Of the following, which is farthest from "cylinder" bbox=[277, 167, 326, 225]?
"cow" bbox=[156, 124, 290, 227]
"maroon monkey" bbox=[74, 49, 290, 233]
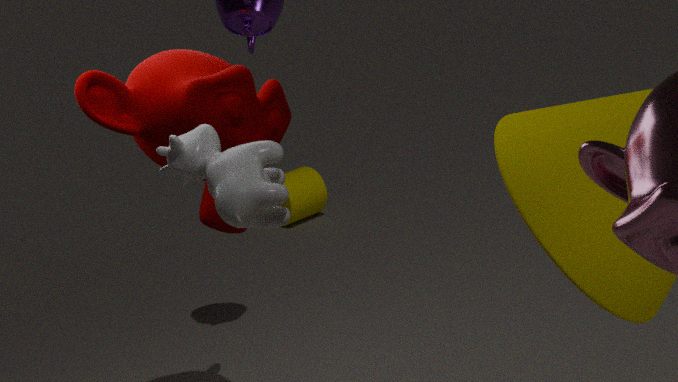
"cow" bbox=[156, 124, 290, 227]
